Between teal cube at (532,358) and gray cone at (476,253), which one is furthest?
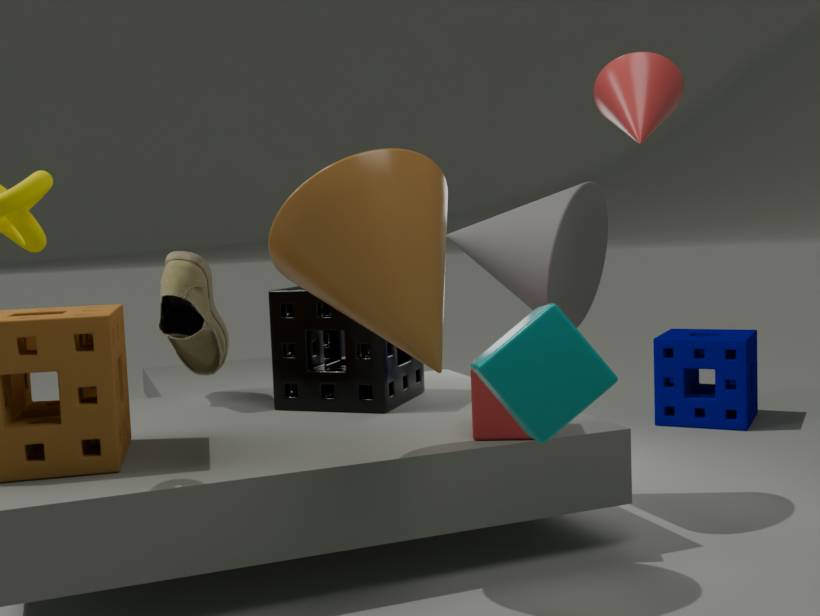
gray cone at (476,253)
